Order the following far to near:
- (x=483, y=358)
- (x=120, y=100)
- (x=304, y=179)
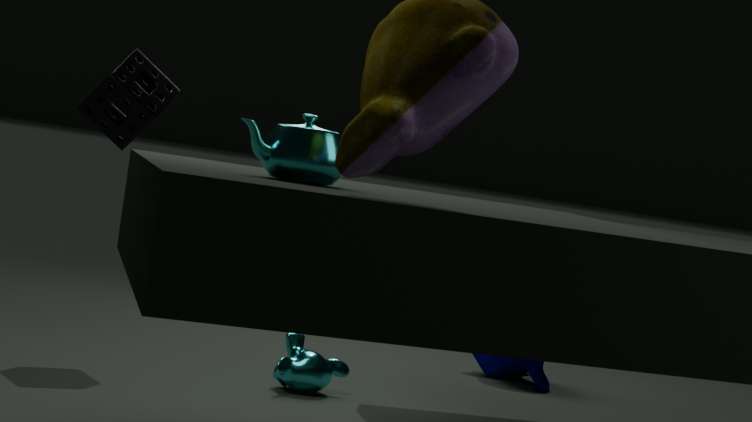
(x=483, y=358) < (x=120, y=100) < (x=304, y=179)
